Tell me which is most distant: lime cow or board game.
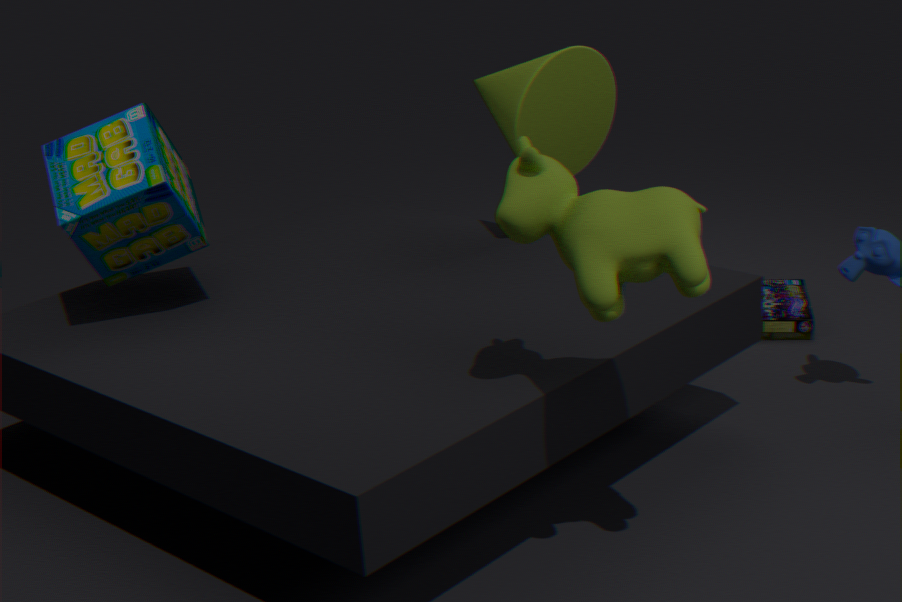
board game
